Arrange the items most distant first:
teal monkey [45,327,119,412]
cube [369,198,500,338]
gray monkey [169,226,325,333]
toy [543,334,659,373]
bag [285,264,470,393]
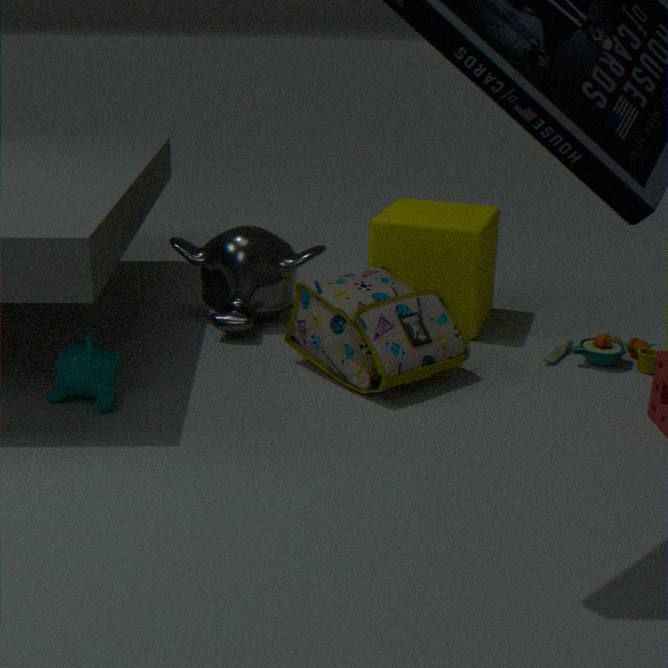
gray monkey [169,226,325,333] < cube [369,198,500,338] < toy [543,334,659,373] < bag [285,264,470,393] < teal monkey [45,327,119,412]
